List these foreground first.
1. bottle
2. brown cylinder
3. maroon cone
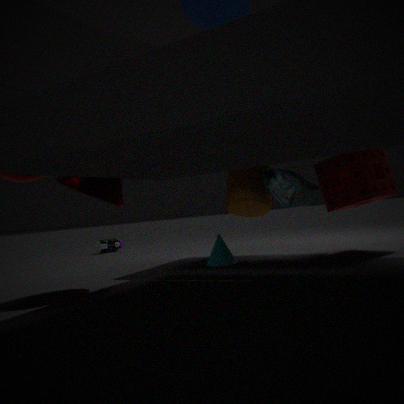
maroon cone < brown cylinder < bottle
